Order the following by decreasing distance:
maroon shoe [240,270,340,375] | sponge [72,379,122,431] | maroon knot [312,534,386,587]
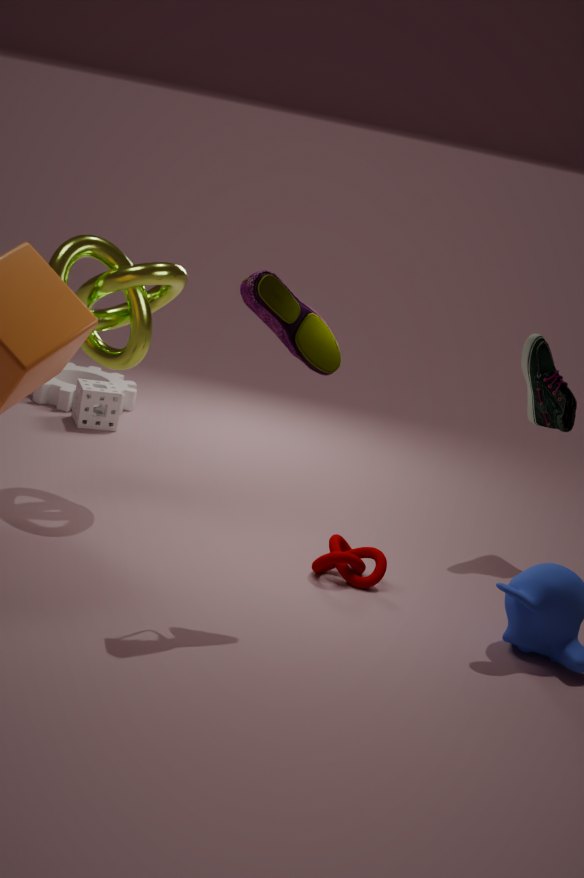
sponge [72,379,122,431] < maroon knot [312,534,386,587] < maroon shoe [240,270,340,375]
